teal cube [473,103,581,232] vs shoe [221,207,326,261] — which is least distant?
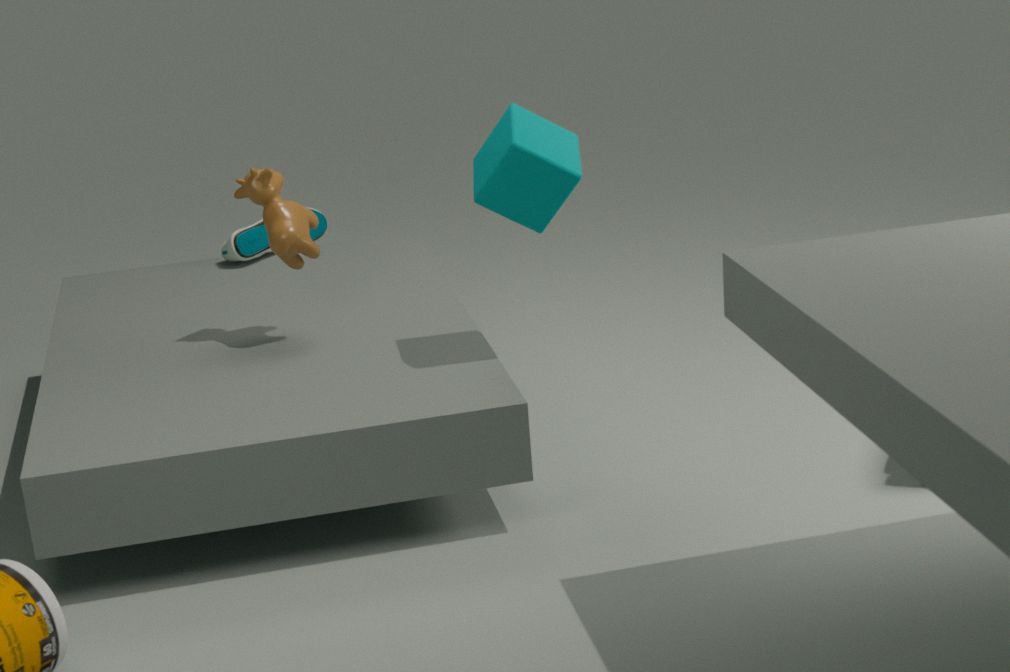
teal cube [473,103,581,232]
